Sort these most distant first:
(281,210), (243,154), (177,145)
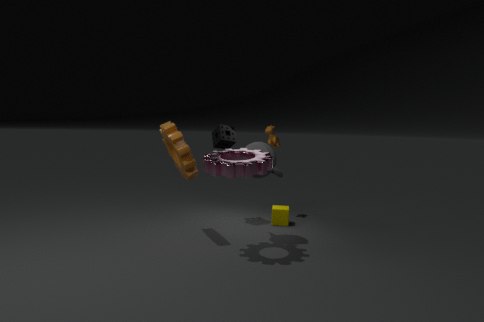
(281,210)
(177,145)
(243,154)
